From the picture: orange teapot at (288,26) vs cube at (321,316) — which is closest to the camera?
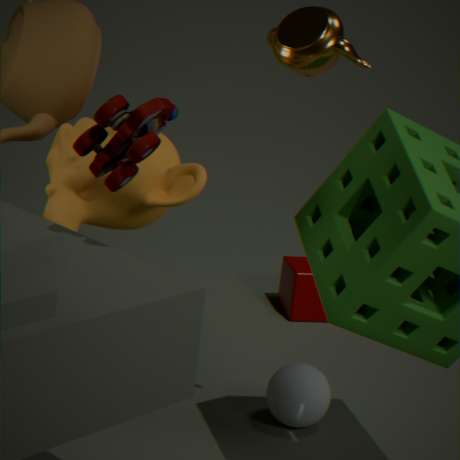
orange teapot at (288,26)
